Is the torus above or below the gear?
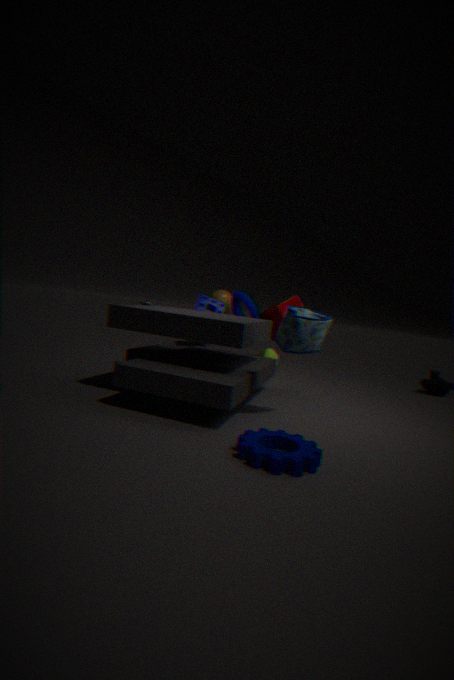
above
